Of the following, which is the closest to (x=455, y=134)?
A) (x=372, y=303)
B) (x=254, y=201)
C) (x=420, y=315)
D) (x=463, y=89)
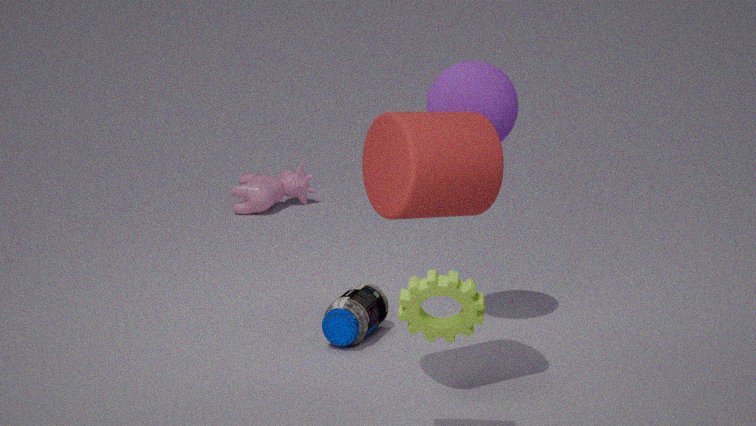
(x=420, y=315)
